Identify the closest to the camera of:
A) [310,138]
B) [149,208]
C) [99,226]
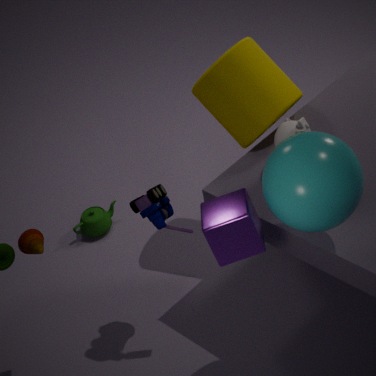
[310,138]
